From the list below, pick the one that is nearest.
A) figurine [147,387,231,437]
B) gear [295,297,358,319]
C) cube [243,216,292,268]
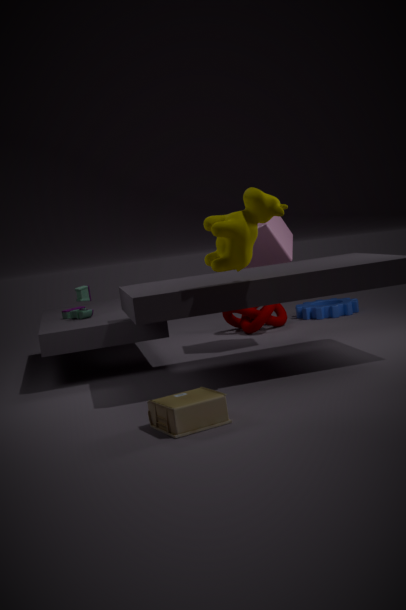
figurine [147,387,231,437]
